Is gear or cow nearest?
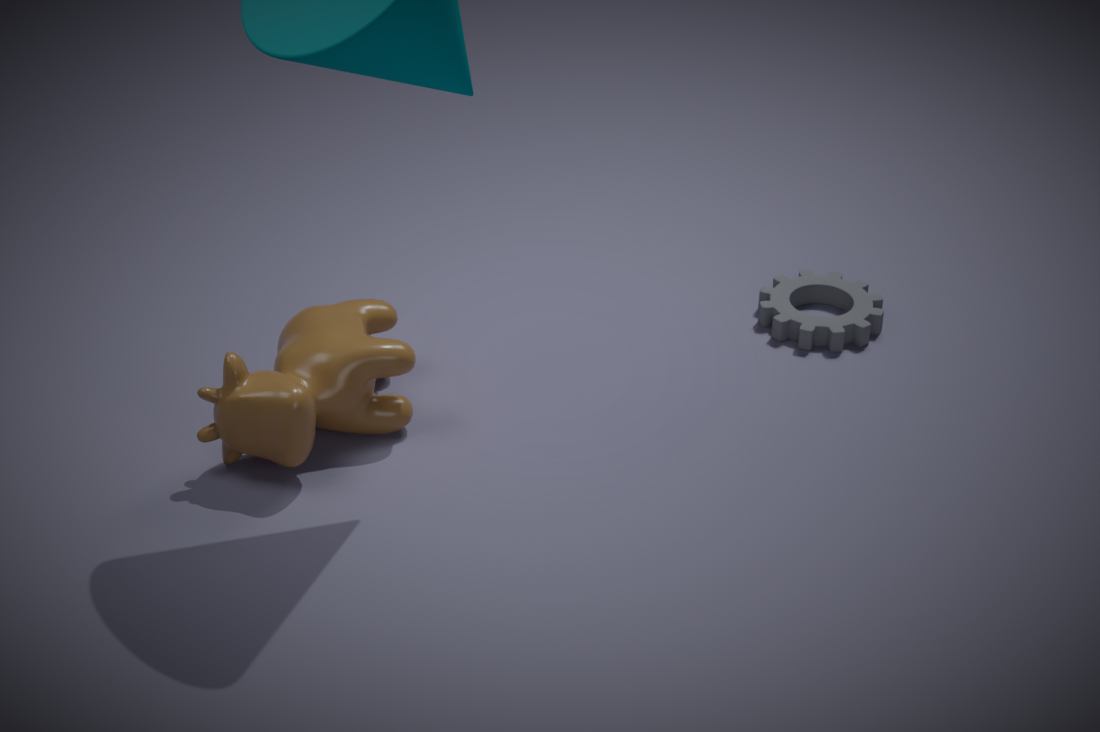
cow
